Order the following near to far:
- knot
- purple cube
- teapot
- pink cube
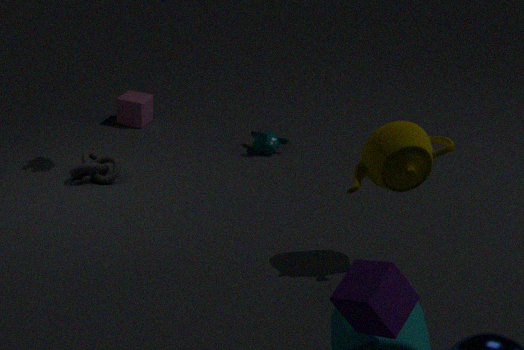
purple cube < teapot < knot < pink cube
